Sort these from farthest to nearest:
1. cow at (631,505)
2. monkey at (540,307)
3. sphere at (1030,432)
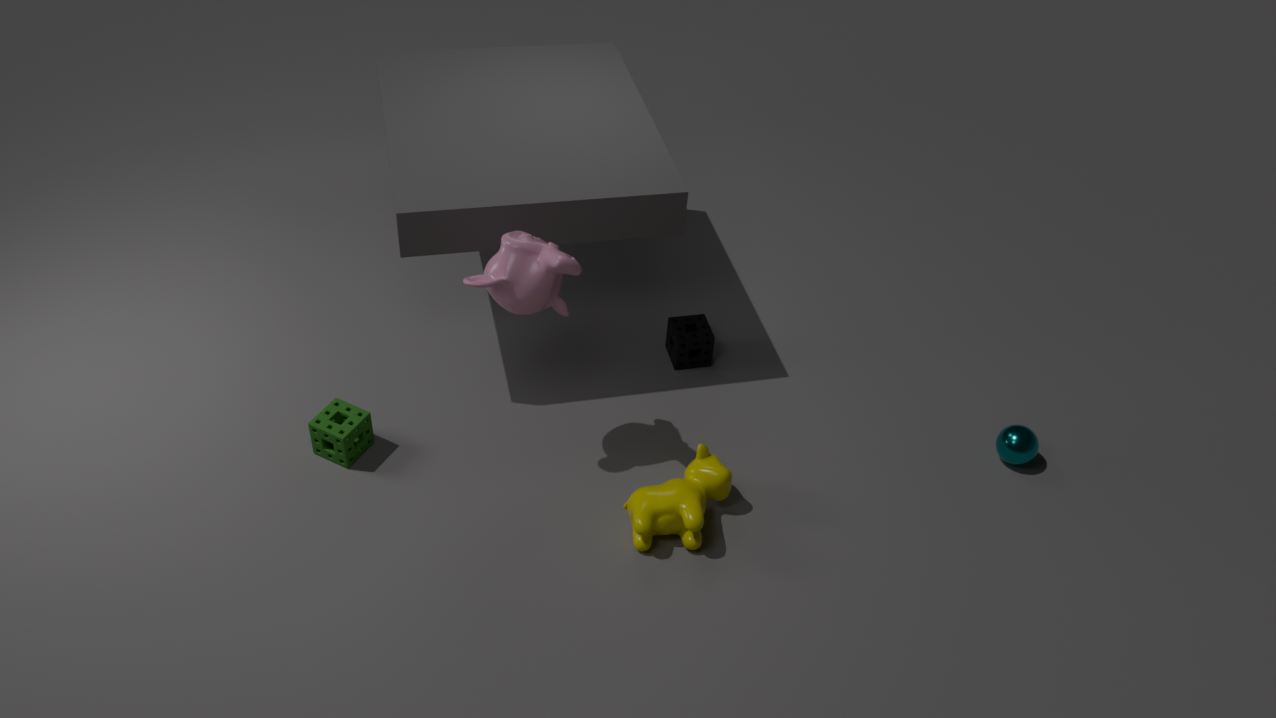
sphere at (1030,432)
cow at (631,505)
monkey at (540,307)
